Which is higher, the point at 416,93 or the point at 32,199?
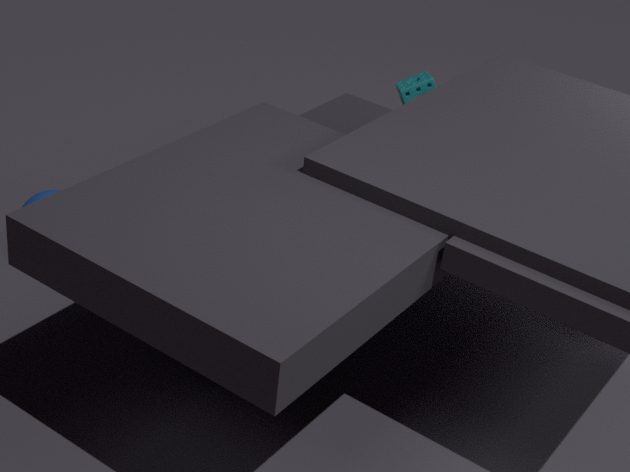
the point at 416,93
